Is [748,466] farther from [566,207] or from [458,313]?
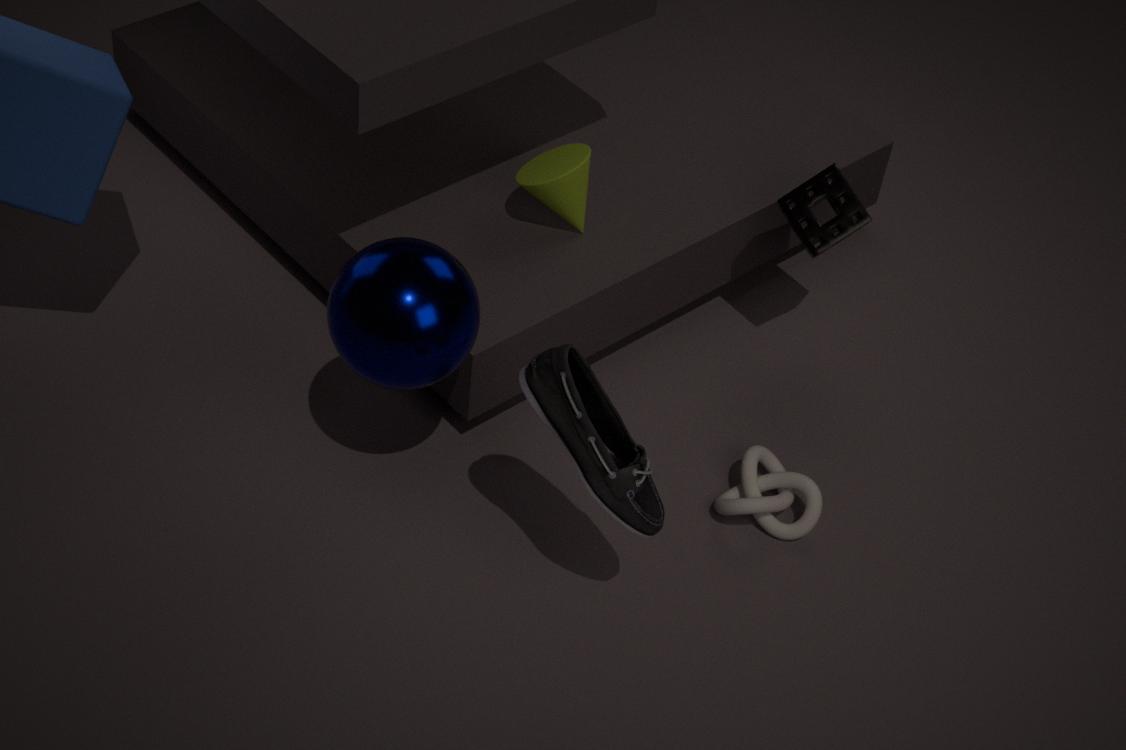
[458,313]
